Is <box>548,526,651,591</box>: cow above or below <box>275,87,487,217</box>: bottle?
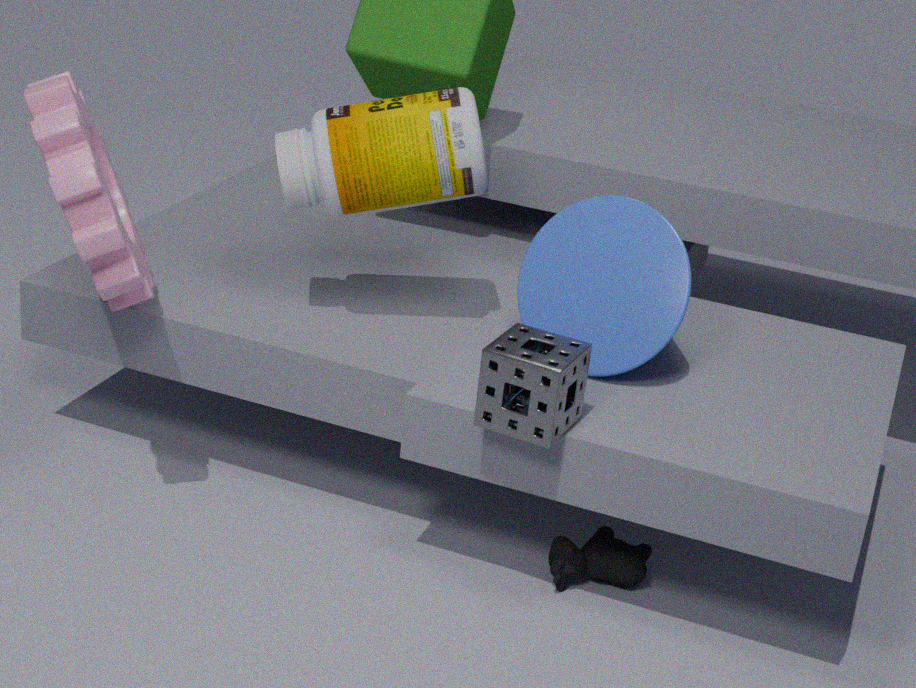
below
